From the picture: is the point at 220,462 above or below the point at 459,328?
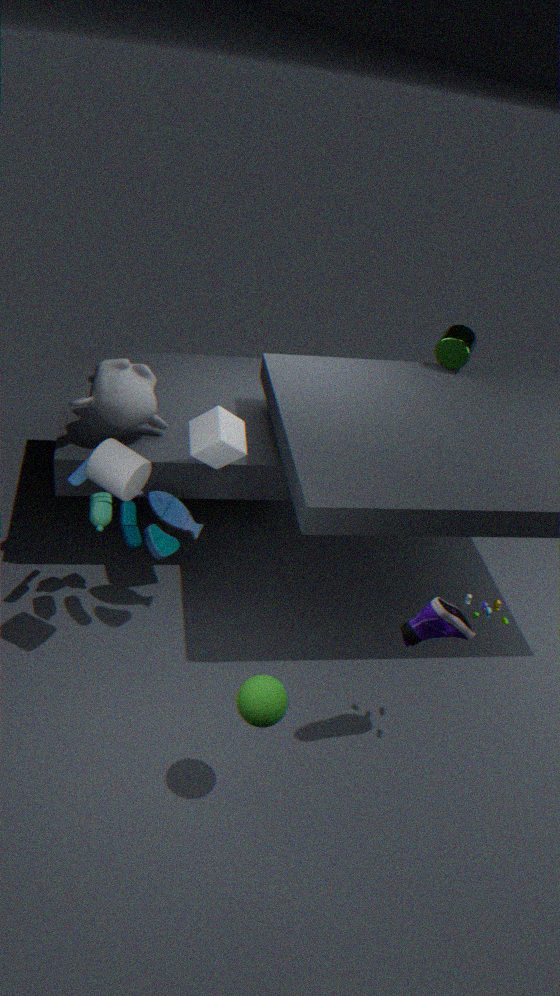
below
